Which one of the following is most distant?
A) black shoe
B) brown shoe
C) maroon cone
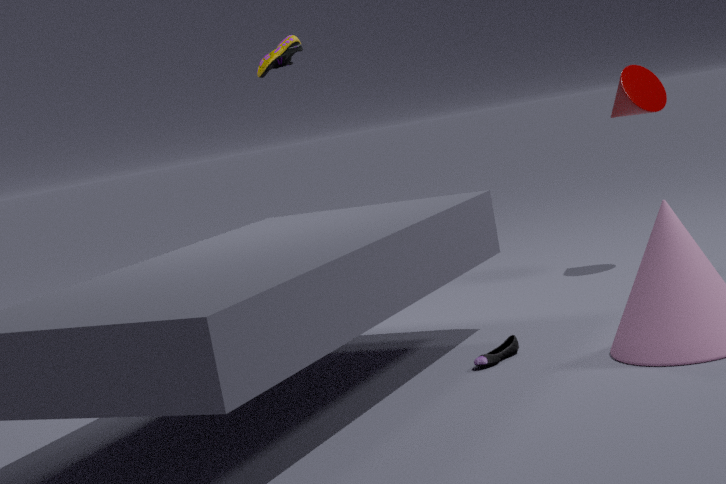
A: brown shoe
